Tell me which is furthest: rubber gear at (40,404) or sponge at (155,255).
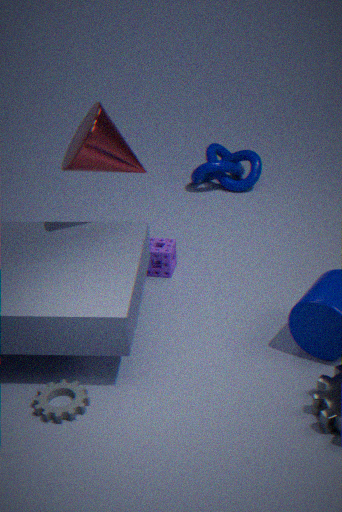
sponge at (155,255)
